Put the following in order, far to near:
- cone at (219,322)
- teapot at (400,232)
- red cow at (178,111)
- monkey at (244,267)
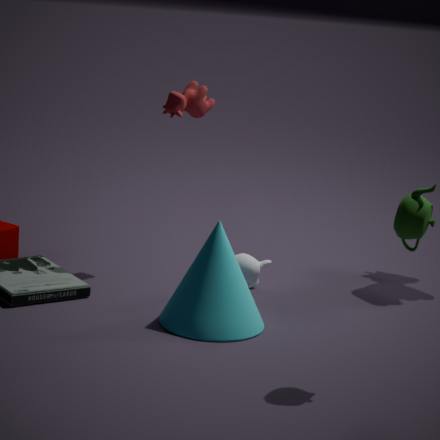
1. monkey at (244,267)
2. red cow at (178,111)
3. cone at (219,322)
4. teapot at (400,232)
